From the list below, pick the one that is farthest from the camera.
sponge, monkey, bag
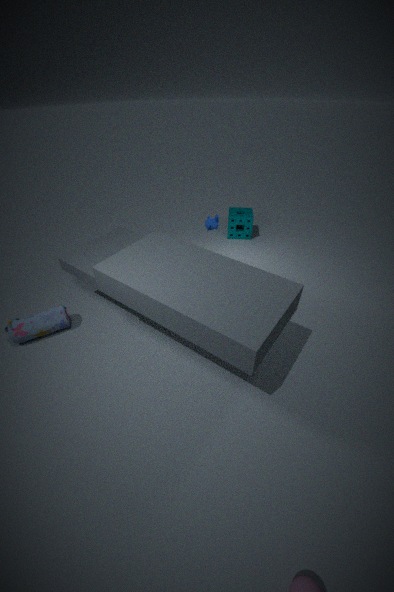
sponge
